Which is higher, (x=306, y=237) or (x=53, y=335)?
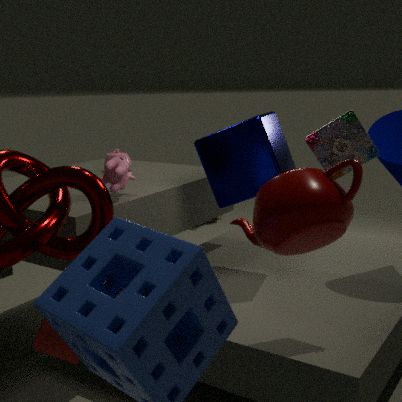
(x=306, y=237)
